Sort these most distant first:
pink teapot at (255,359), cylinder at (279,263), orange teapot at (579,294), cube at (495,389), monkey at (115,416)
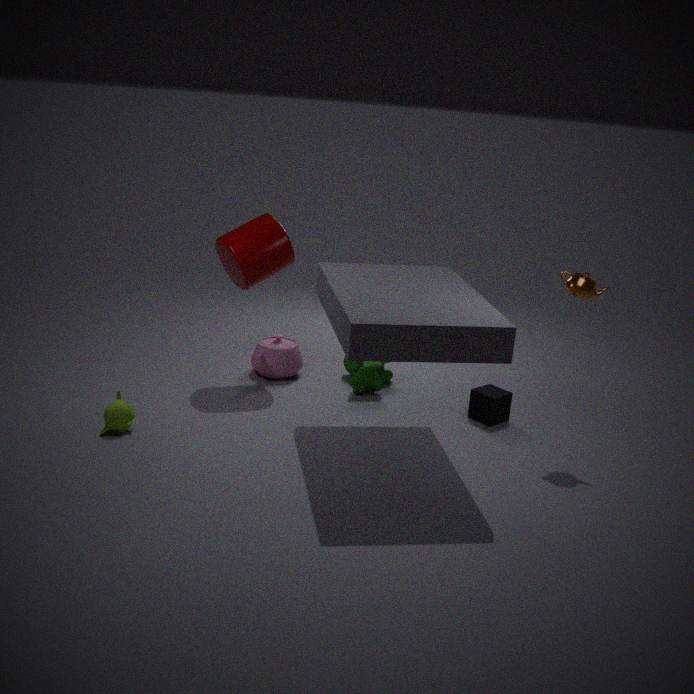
pink teapot at (255,359)
cylinder at (279,263)
cube at (495,389)
orange teapot at (579,294)
monkey at (115,416)
